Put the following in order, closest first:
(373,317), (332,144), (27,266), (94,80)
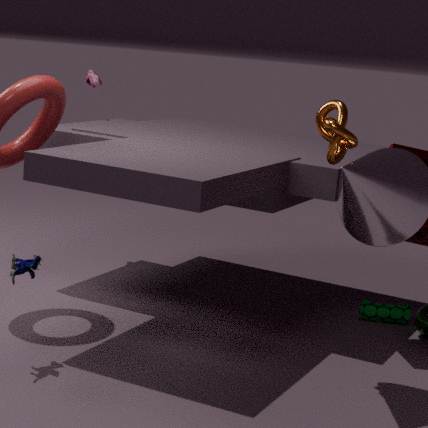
(27,266) < (332,144) < (373,317) < (94,80)
